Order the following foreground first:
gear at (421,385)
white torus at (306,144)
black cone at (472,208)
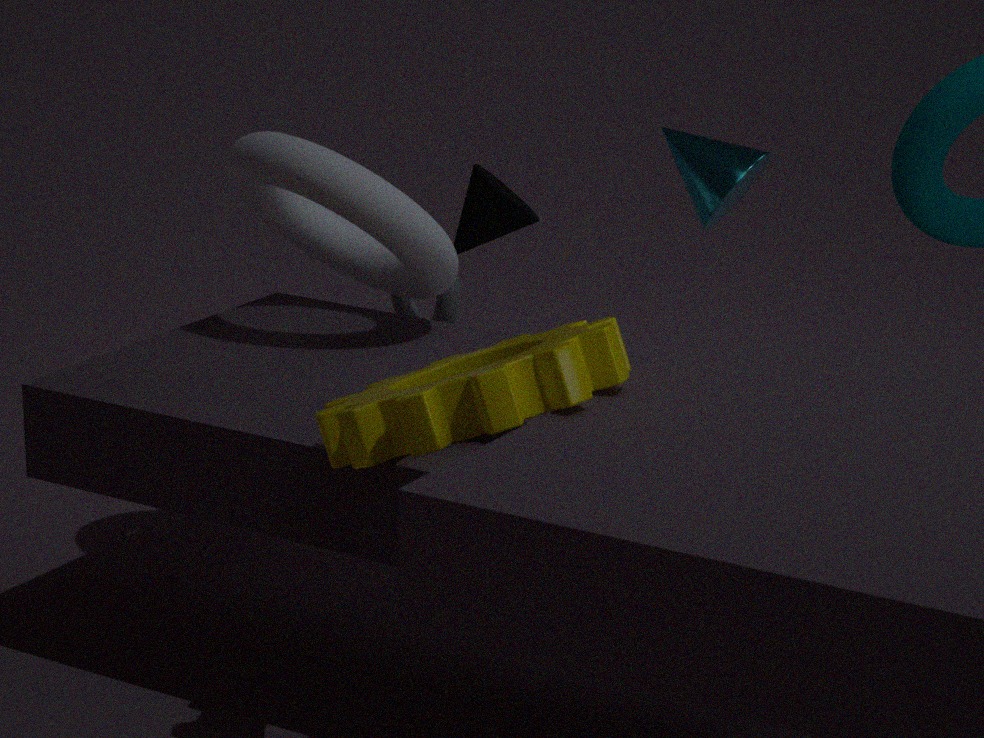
gear at (421,385) < white torus at (306,144) < black cone at (472,208)
